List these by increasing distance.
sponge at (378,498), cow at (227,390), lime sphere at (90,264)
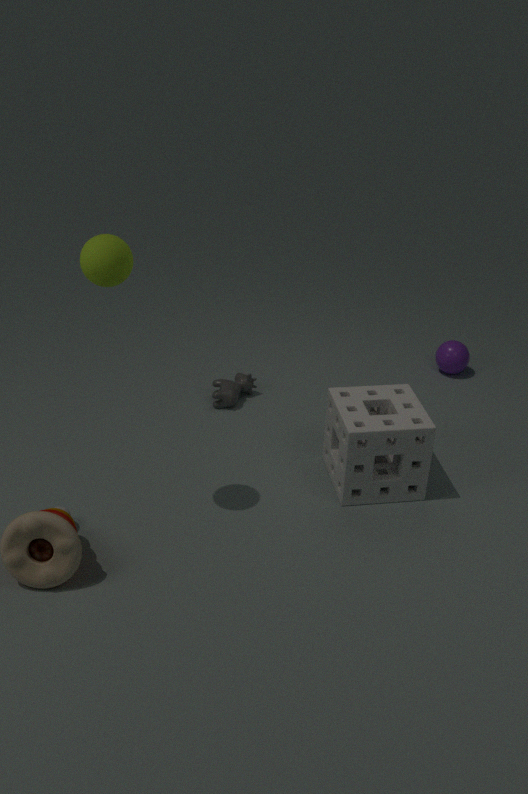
lime sphere at (90,264)
sponge at (378,498)
cow at (227,390)
